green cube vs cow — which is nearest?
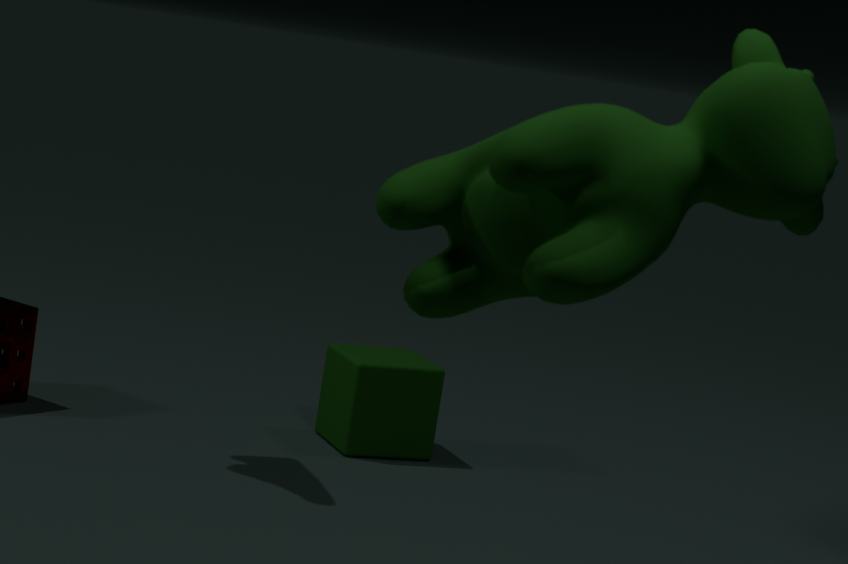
cow
